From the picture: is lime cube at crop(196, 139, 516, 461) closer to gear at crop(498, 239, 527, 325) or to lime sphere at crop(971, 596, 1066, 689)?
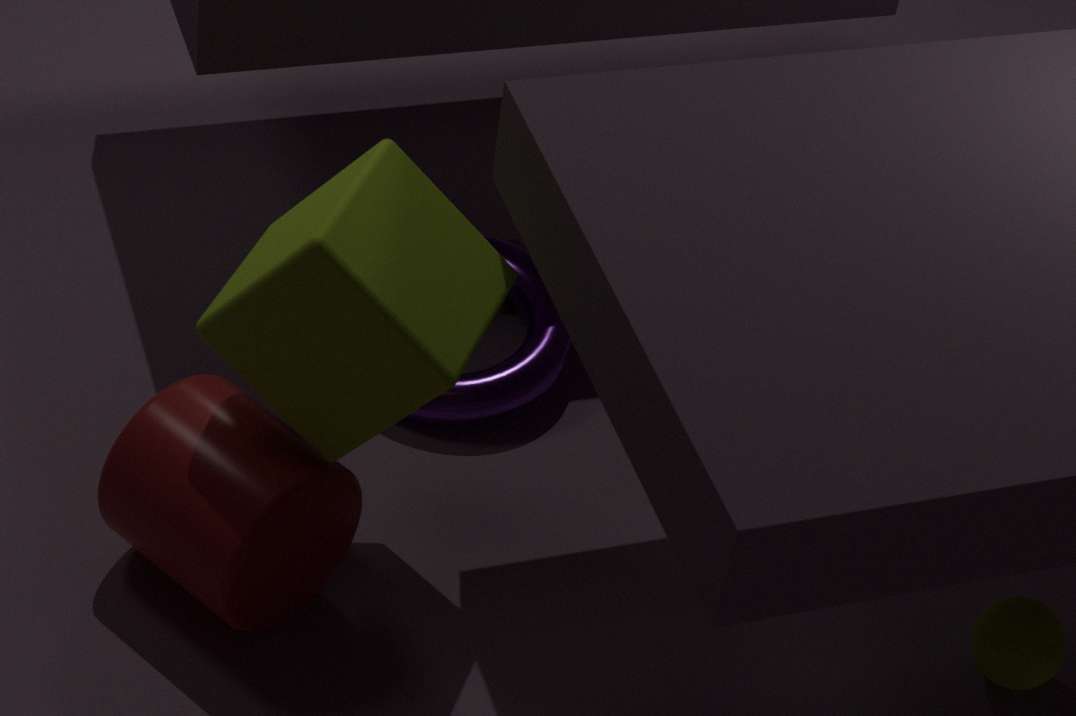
gear at crop(498, 239, 527, 325)
